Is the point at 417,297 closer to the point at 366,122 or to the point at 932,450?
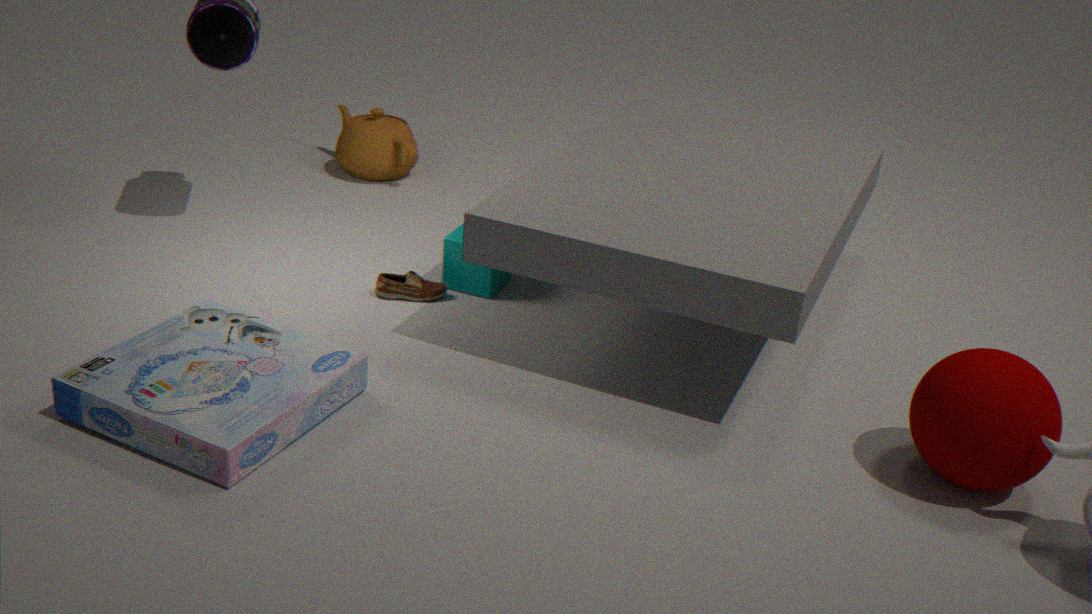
the point at 366,122
